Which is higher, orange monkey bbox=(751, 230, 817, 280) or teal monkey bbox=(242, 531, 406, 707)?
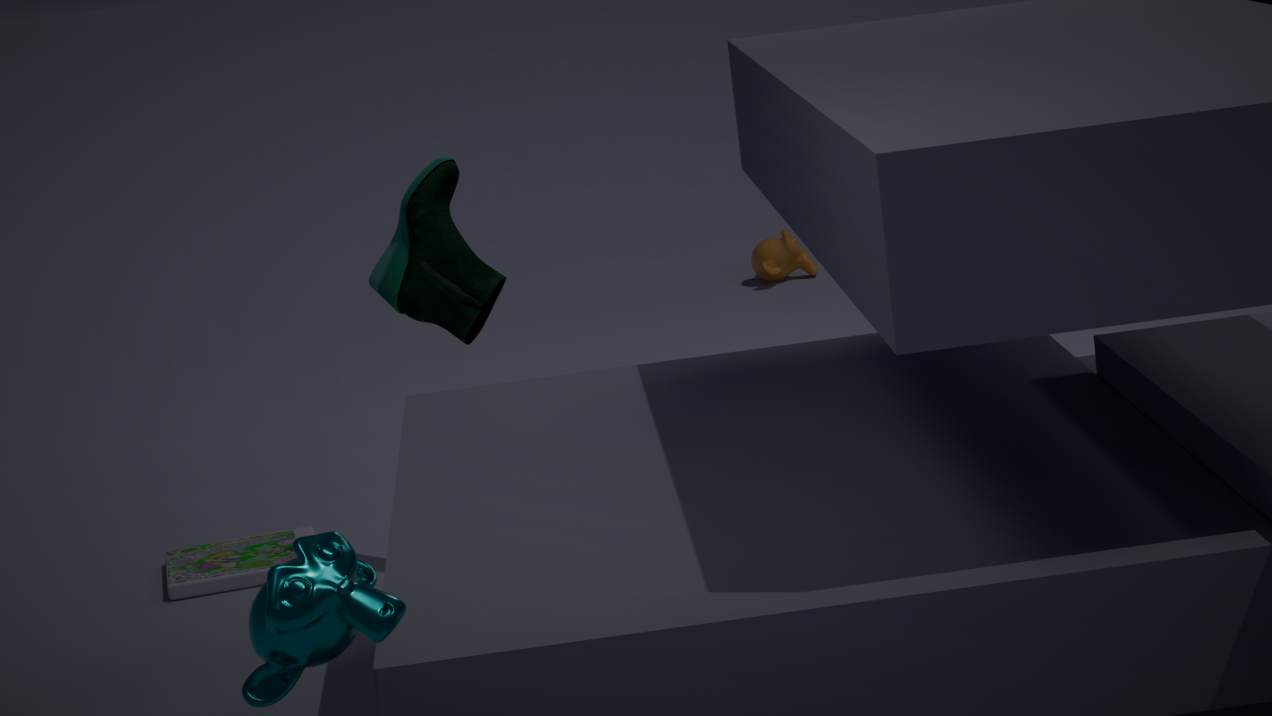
teal monkey bbox=(242, 531, 406, 707)
